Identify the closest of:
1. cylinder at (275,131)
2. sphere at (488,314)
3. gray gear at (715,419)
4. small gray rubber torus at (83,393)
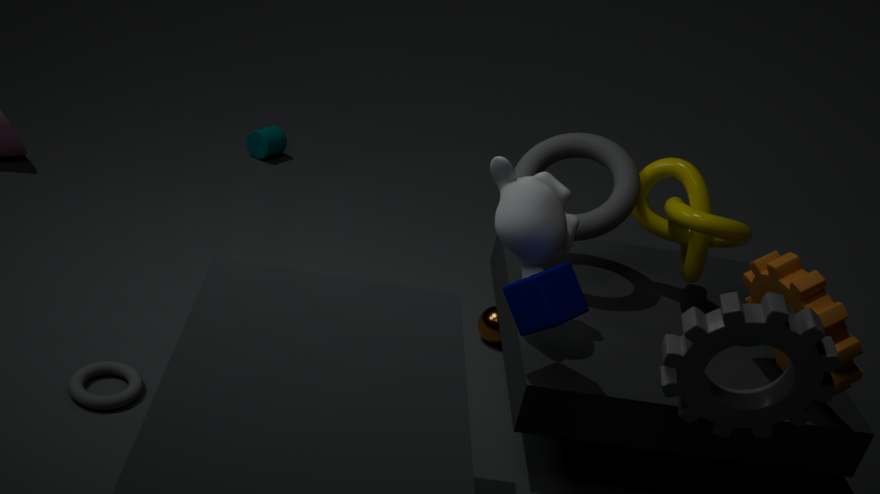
gray gear at (715,419)
